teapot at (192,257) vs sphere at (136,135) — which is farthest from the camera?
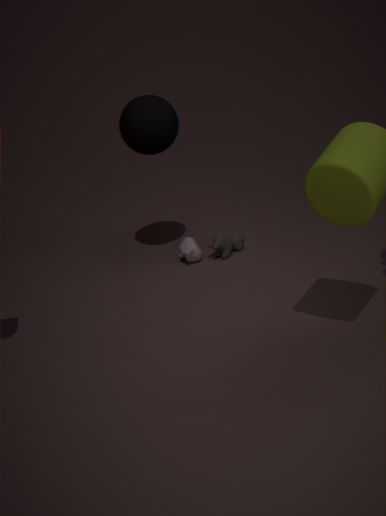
teapot at (192,257)
